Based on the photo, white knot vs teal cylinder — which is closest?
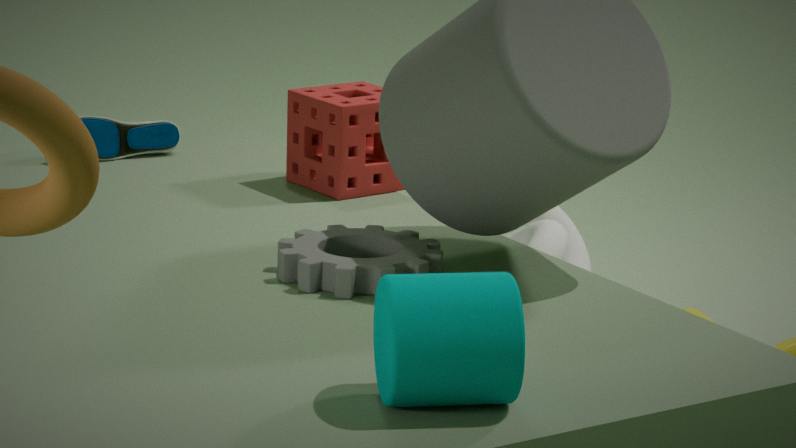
teal cylinder
